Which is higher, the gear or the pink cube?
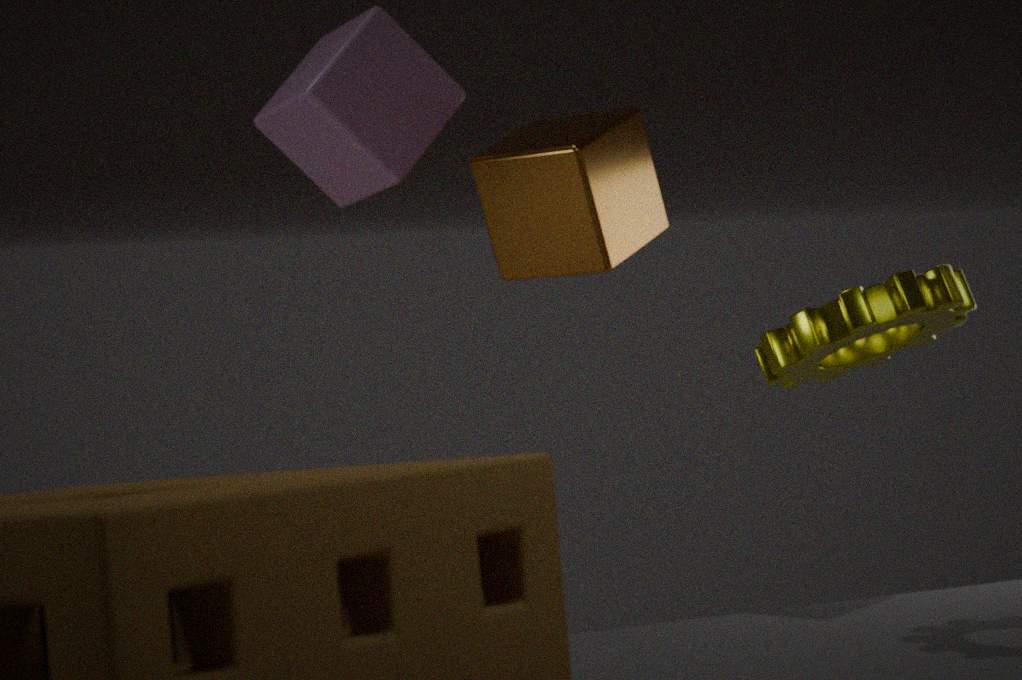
the pink cube
